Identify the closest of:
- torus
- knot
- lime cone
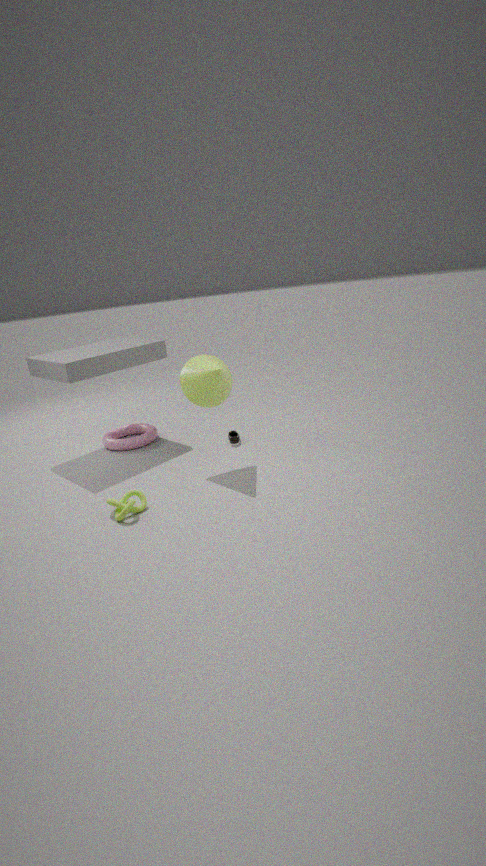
knot
